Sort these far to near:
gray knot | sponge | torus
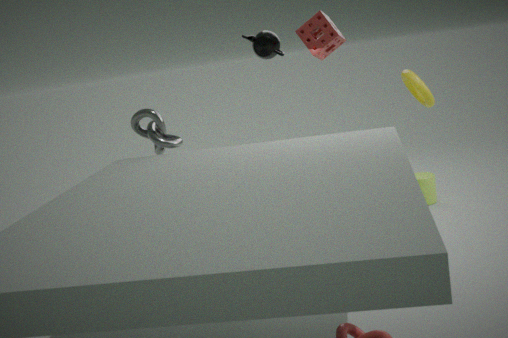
torus, sponge, gray knot
